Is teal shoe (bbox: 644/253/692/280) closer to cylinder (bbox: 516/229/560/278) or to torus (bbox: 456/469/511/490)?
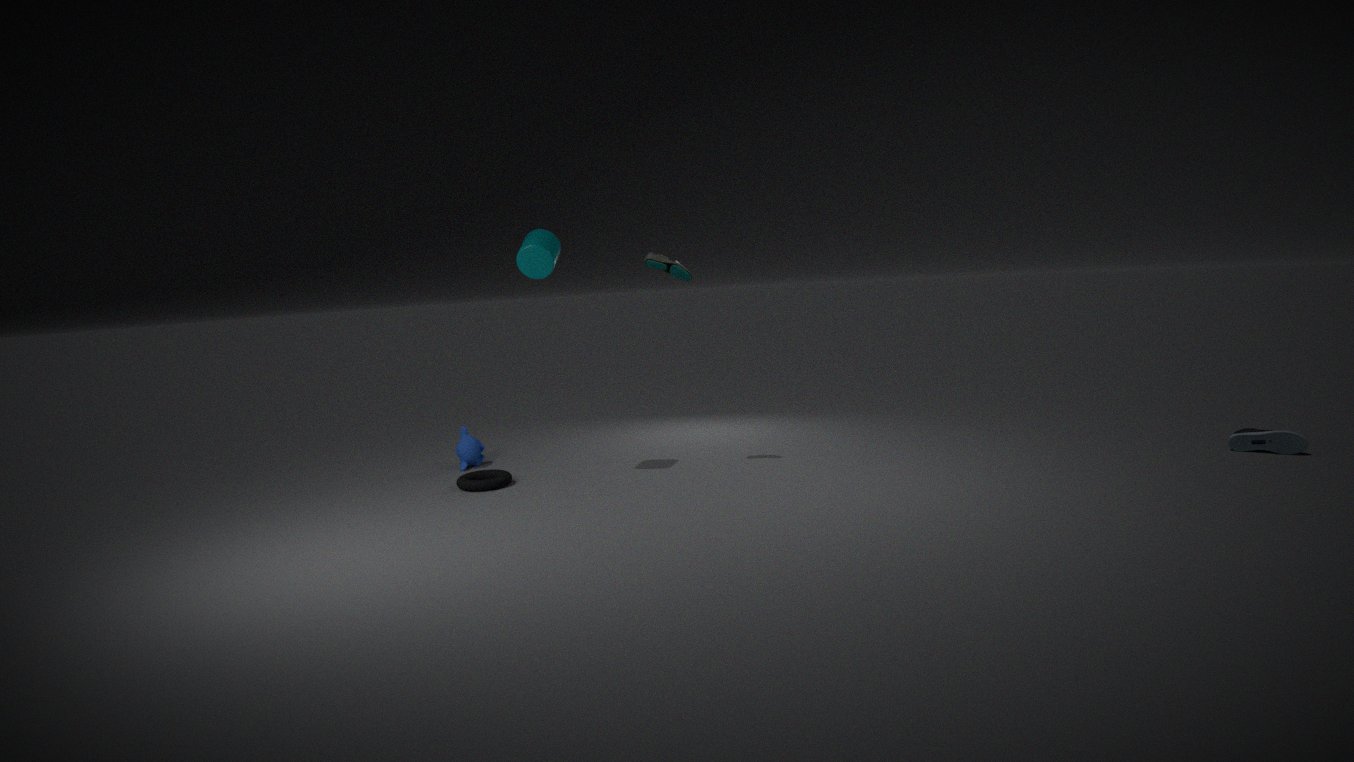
cylinder (bbox: 516/229/560/278)
